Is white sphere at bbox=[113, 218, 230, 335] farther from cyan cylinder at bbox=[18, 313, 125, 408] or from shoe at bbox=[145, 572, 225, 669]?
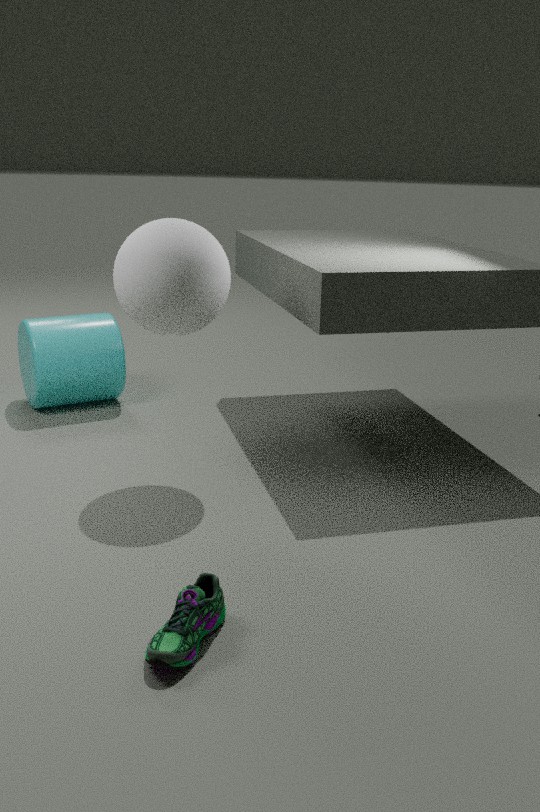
shoe at bbox=[145, 572, 225, 669]
